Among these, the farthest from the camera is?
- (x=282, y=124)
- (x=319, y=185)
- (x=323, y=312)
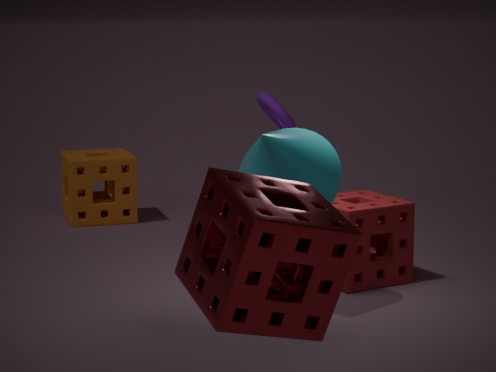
(x=282, y=124)
